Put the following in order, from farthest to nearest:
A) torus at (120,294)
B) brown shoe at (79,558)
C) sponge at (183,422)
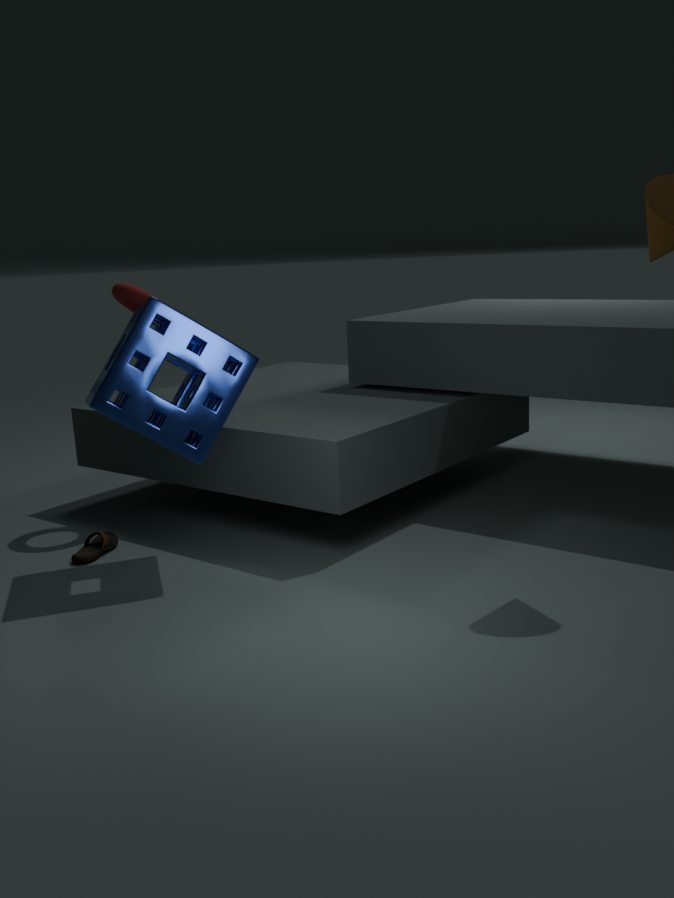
torus at (120,294) → brown shoe at (79,558) → sponge at (183,422)
